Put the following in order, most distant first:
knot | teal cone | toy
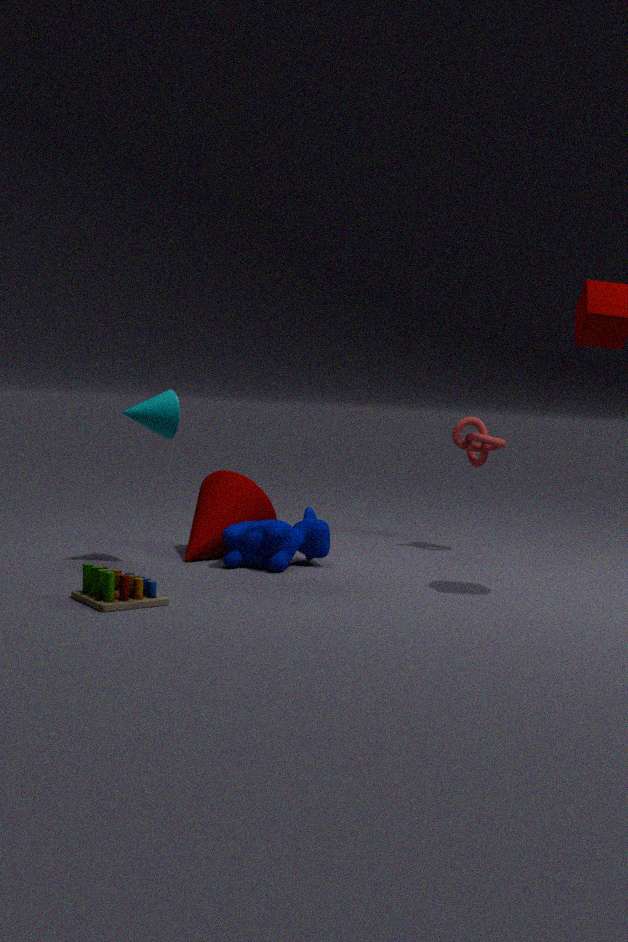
knot < teal cone < toy
